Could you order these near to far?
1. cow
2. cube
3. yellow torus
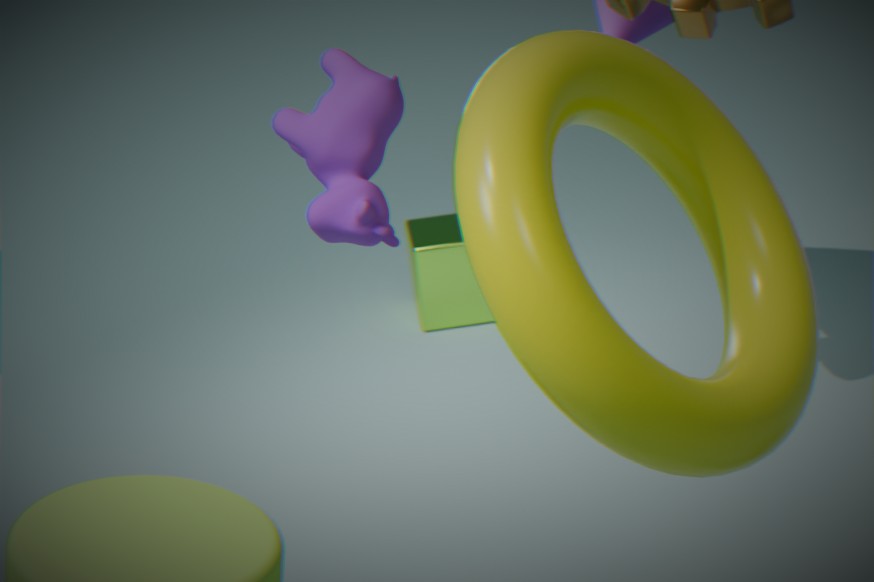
yellow torus < cow < cube
